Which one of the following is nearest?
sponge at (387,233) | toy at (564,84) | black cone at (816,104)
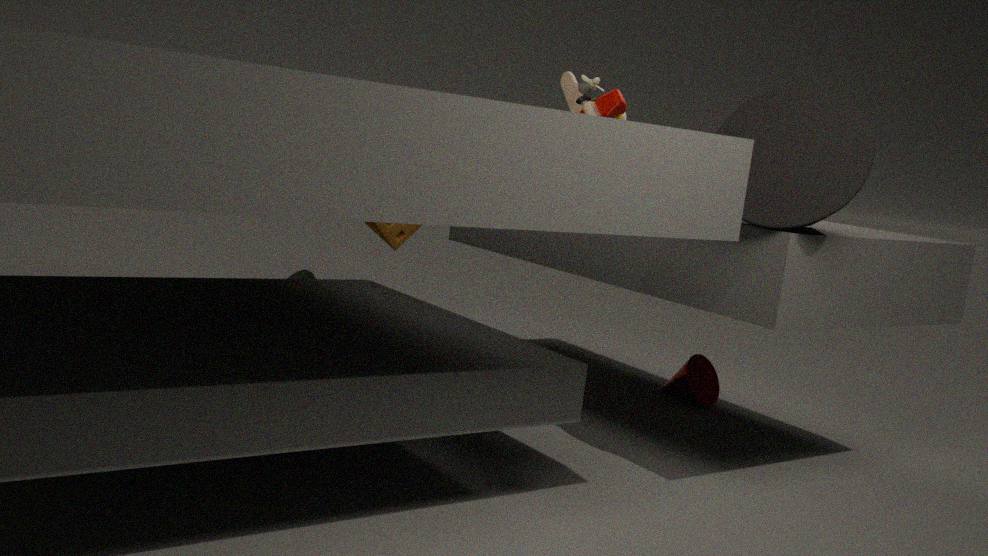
black cone at (816,104)
